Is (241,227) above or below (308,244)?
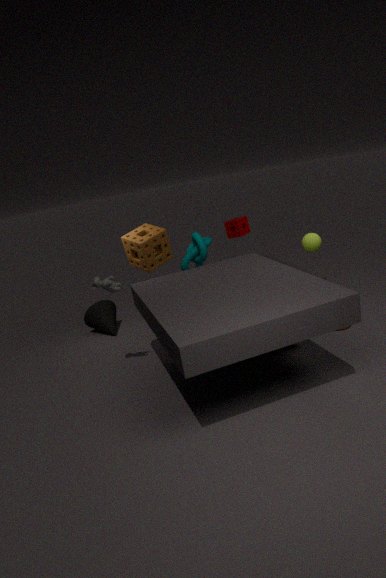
above
